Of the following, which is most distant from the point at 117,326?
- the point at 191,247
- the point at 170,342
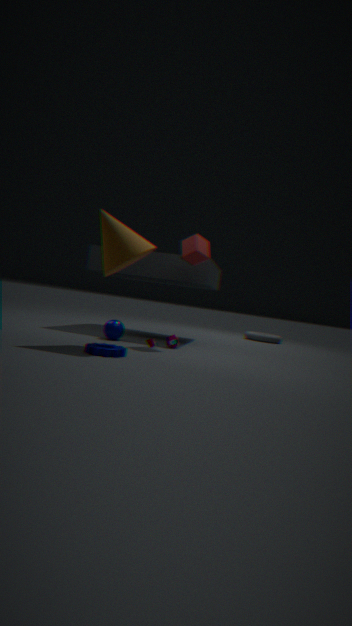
the point at 191,247
